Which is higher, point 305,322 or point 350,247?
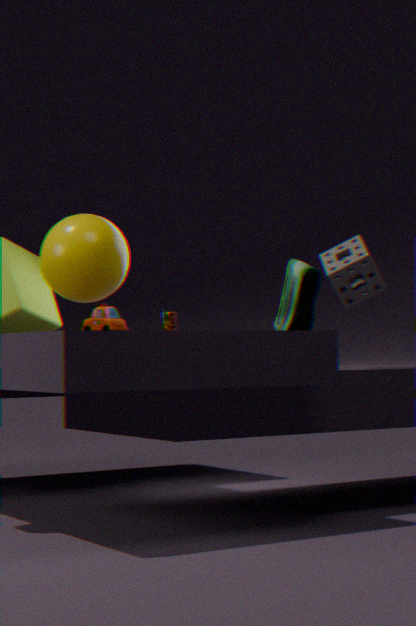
point 350,247
